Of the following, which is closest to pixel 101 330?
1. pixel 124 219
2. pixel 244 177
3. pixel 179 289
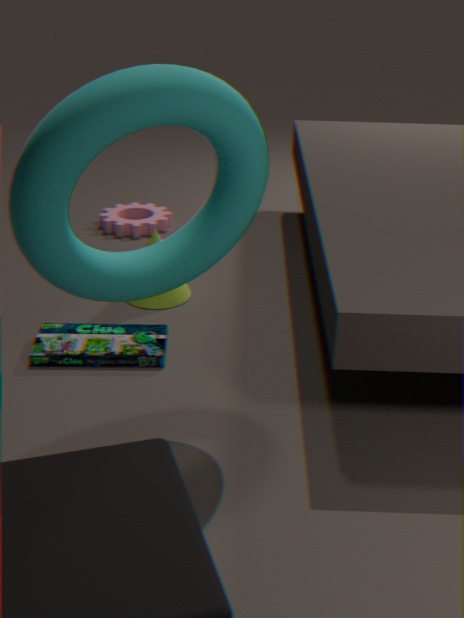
pixel 179 289
